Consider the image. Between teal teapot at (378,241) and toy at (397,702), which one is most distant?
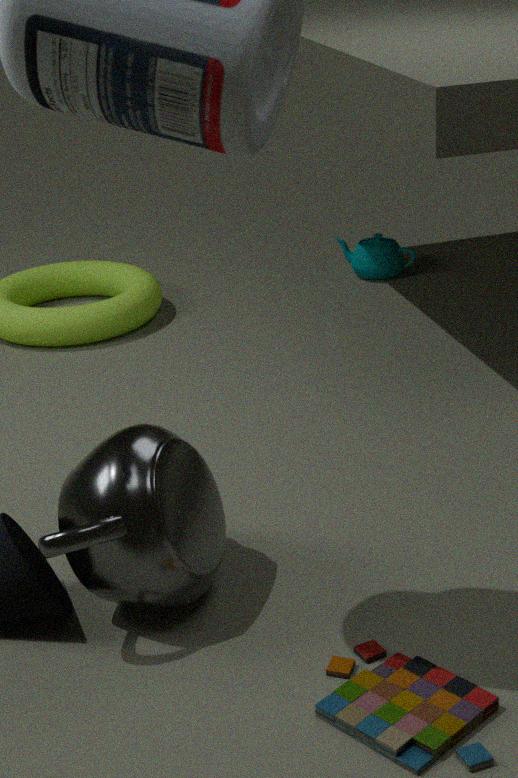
teal teapot at (378,241)
